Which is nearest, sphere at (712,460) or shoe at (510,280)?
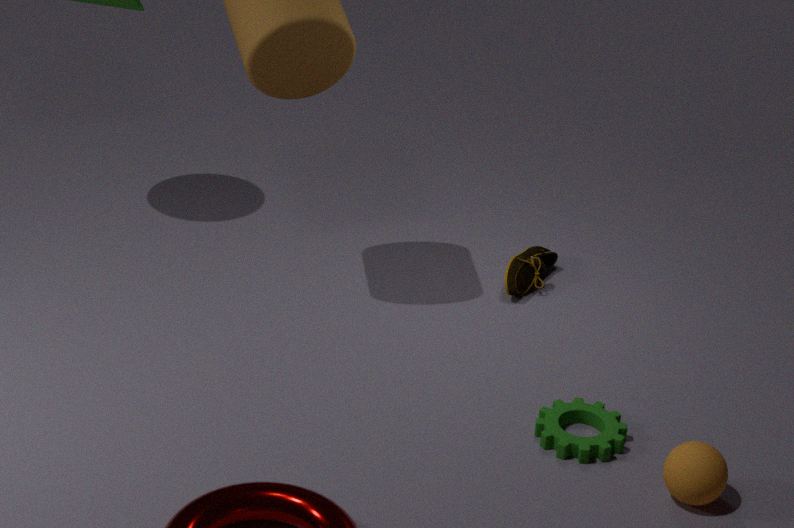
sphere at (712,460)
